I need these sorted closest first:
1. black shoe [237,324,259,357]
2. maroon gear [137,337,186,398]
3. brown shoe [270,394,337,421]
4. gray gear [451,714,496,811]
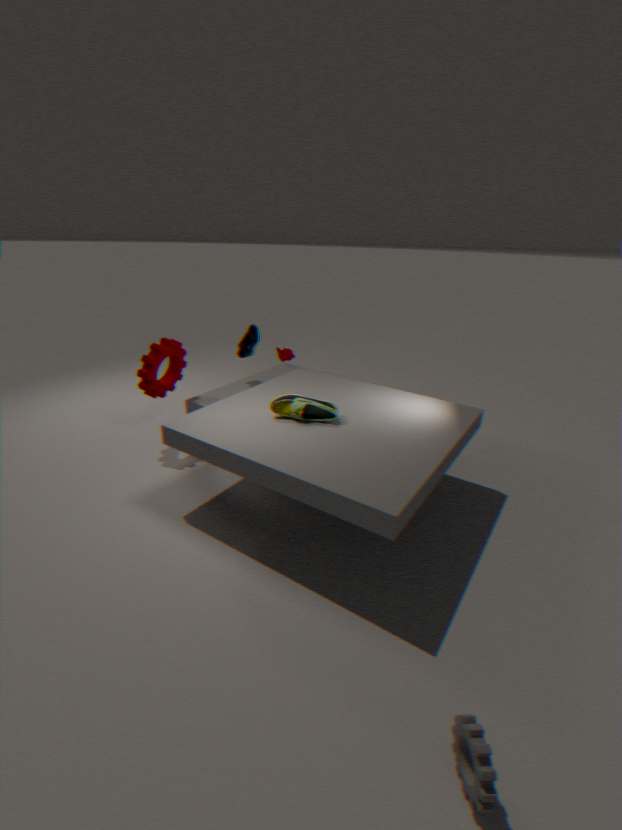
gray gear [451,714,496,811] < brown shoe [270,394,337,421] < maroon gear [137,337,186,398] < black shoe [237,324,259,357]
